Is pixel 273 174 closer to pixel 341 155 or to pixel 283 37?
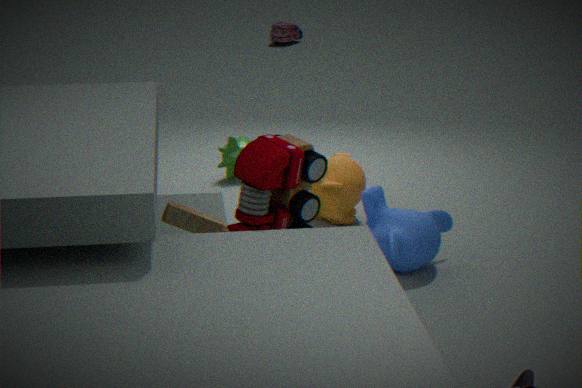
pixel 341 155
